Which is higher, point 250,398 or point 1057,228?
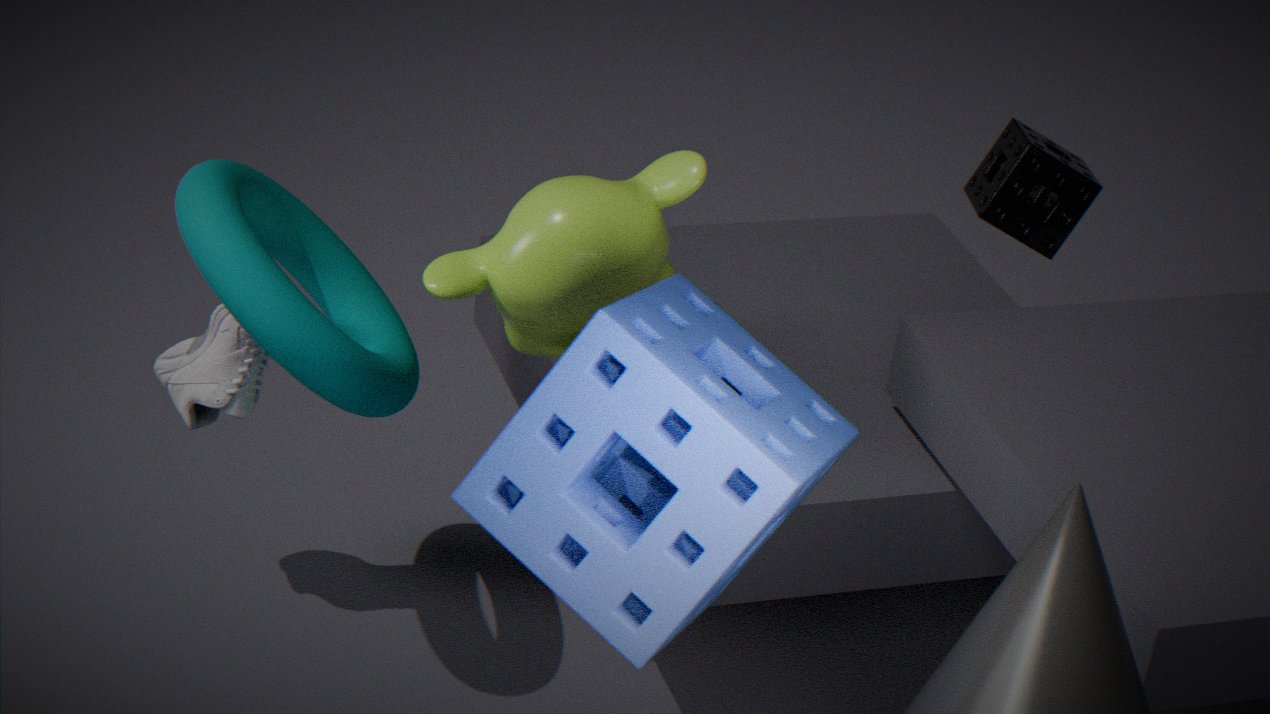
point 1057,228
